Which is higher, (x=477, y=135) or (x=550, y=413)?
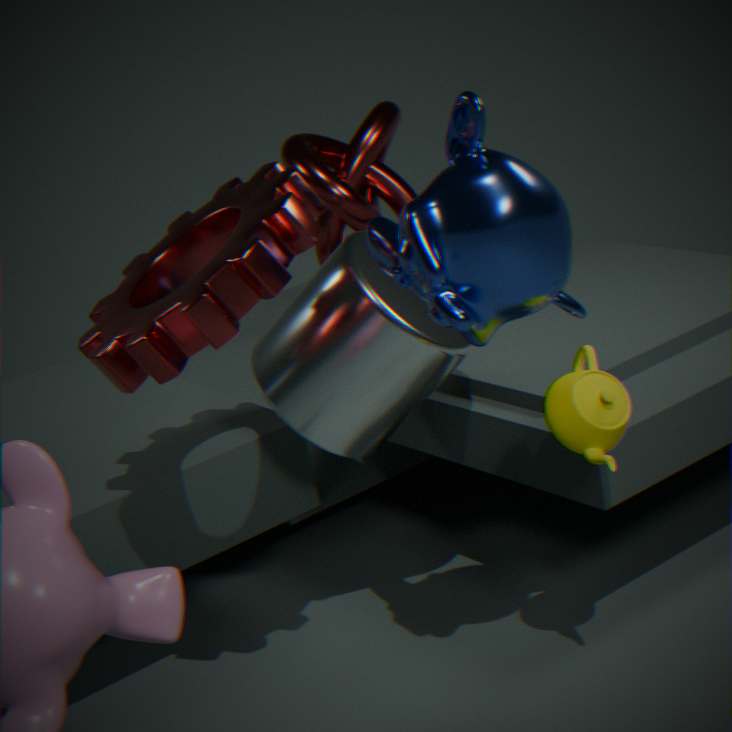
(x=477, y=135)
